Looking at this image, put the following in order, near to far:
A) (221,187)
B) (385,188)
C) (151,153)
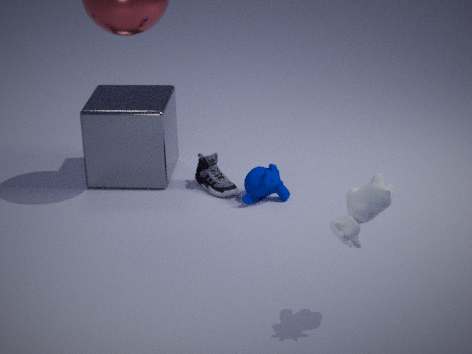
(385,188), (221,187), (151,153)
